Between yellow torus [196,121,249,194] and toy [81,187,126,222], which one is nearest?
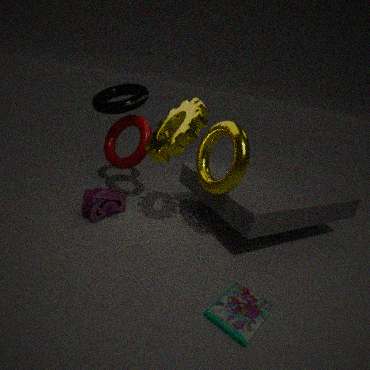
yellow torus [196,121,249,194]
